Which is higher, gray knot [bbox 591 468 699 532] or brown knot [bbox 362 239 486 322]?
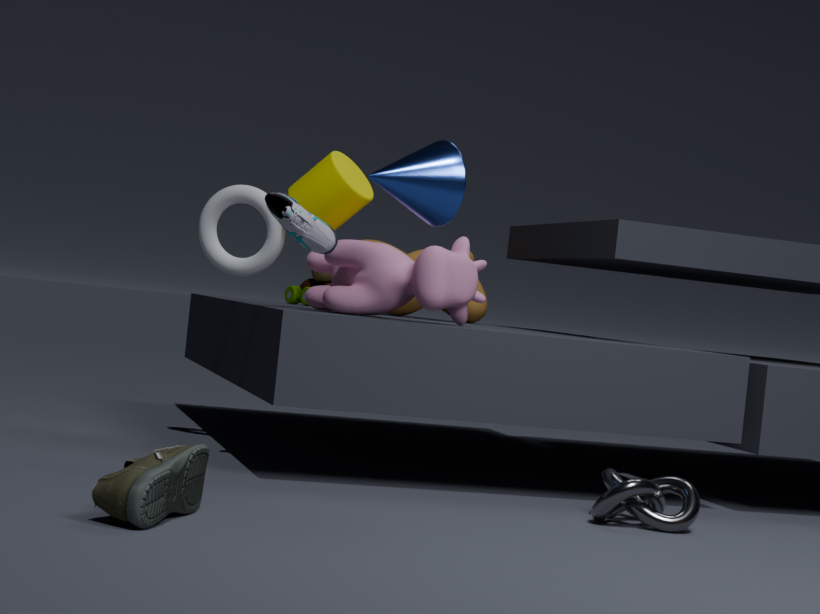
brown knot [bbox 362 239 486 322]
